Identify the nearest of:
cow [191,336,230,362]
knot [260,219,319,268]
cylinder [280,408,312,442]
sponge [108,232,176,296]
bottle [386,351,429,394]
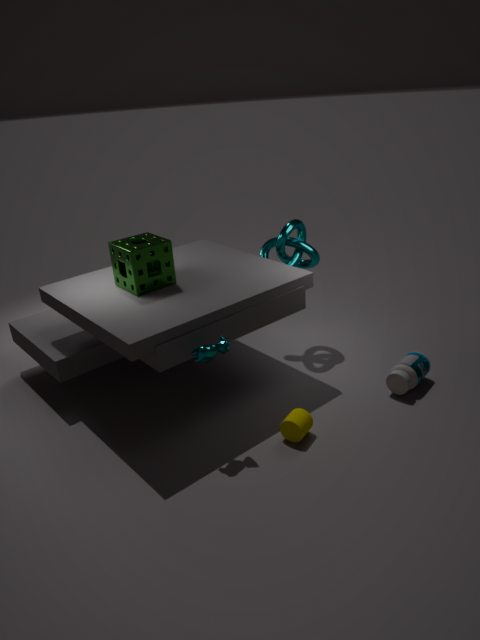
cow [191,336,230,362]
